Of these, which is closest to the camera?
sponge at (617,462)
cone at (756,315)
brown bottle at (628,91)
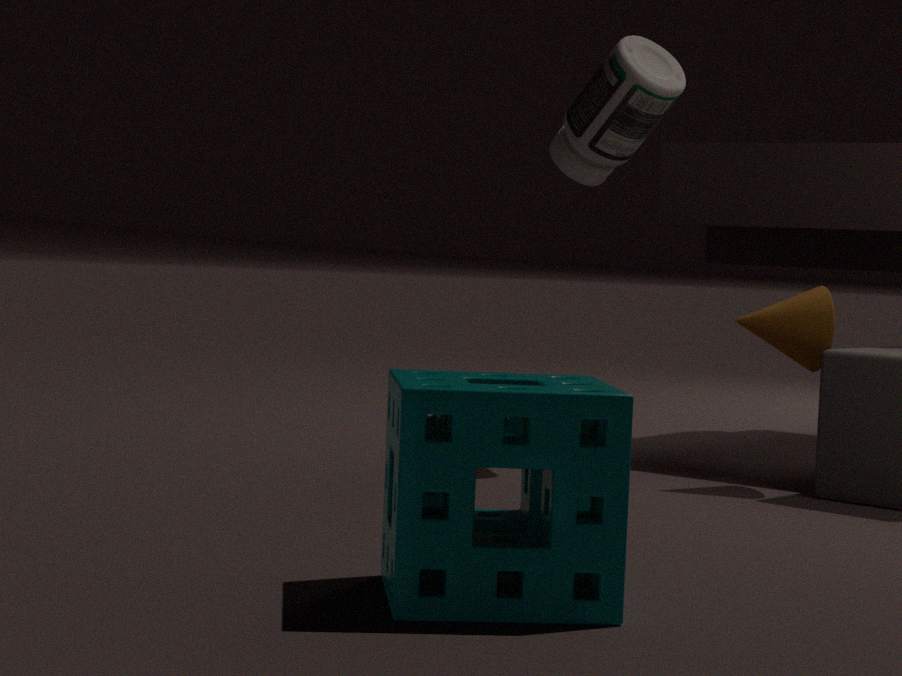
sponge at (617,462)
